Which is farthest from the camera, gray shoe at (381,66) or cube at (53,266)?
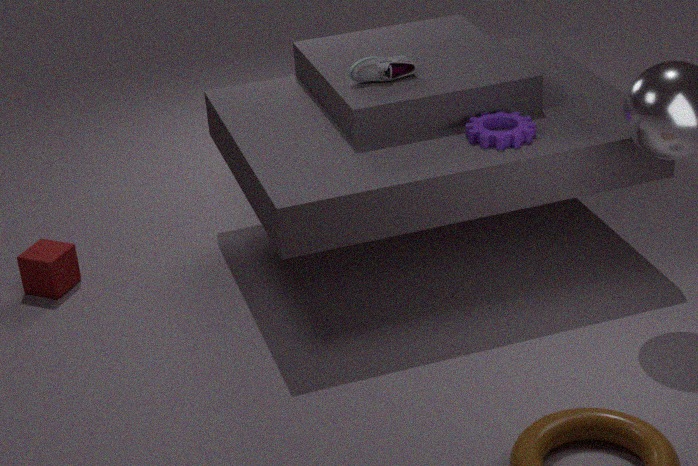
cube at (53,266)
